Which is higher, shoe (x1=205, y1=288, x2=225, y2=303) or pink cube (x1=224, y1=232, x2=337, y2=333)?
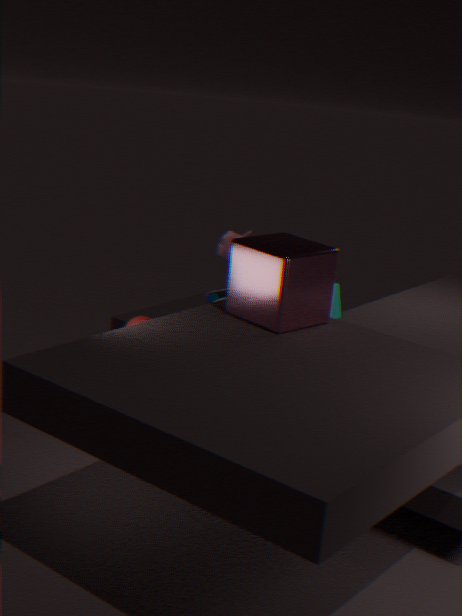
pink cube (x1=224, y1=232, x2=337, y2=333)
